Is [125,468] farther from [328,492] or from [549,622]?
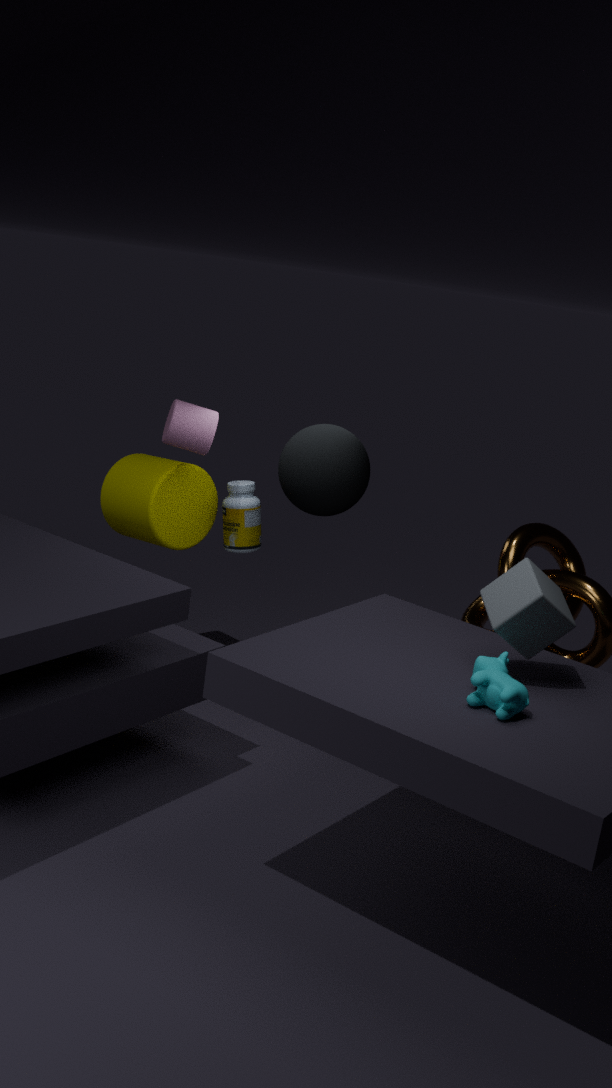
[549,622]
